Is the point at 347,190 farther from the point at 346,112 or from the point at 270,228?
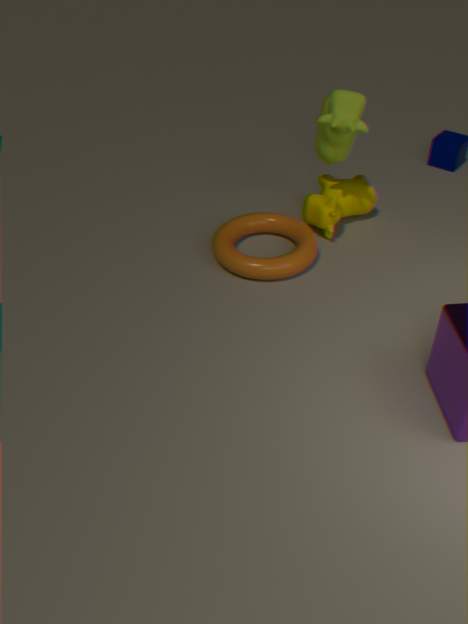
the point at 270,228
